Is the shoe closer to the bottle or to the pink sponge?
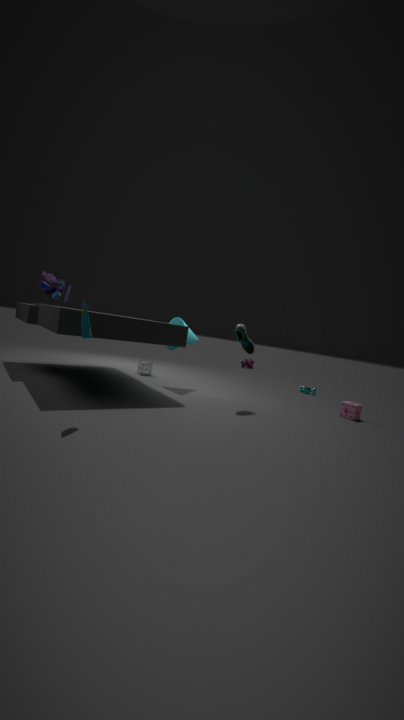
the pink sponge
